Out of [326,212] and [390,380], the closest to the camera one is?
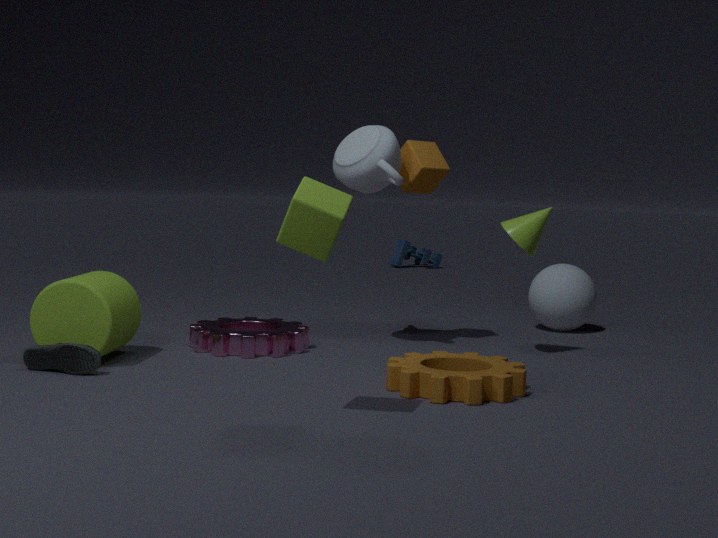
[326,212]
